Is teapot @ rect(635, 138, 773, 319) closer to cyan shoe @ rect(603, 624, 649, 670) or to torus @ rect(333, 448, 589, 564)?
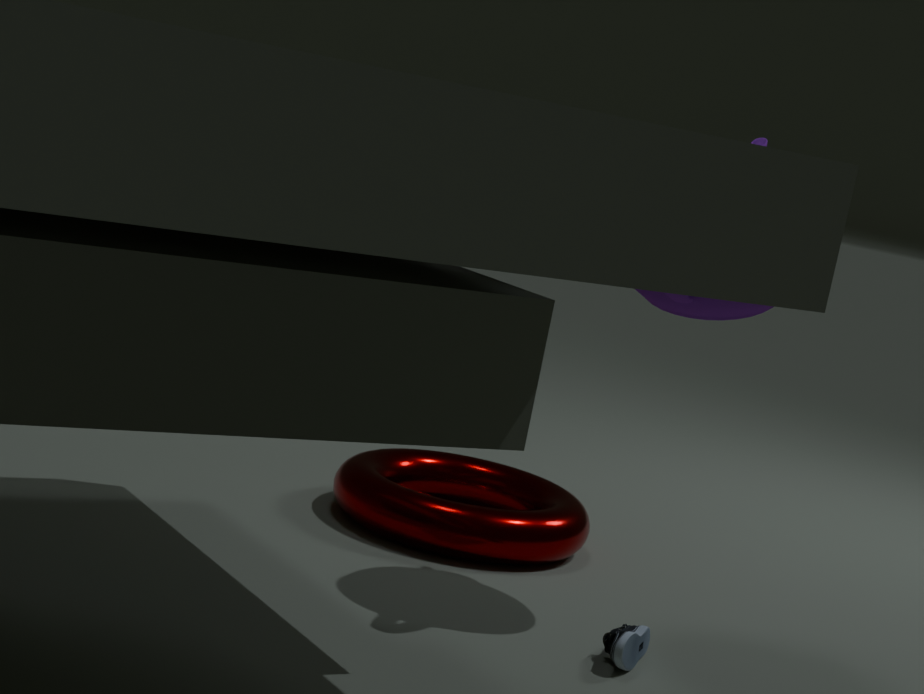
torus @ rect(333, 448, 589, 564)
